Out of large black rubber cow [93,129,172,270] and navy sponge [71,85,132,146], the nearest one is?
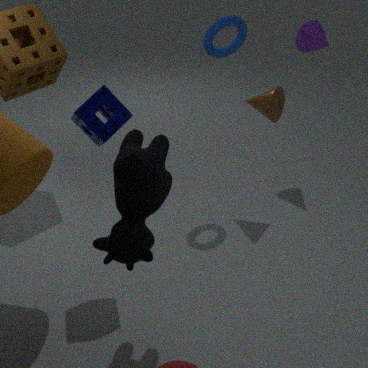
large black rubber cow [93,129,172,270]
